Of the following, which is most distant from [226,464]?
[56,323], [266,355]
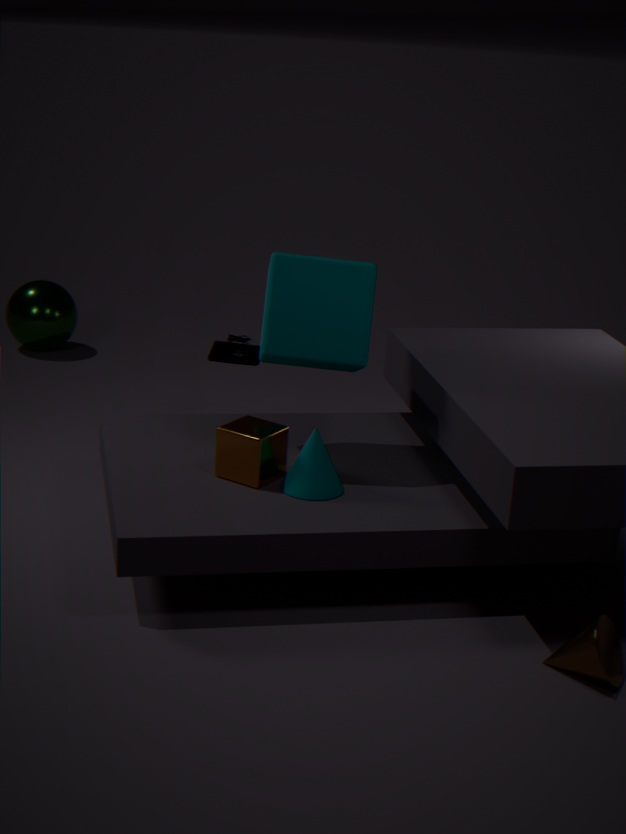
[56,323]
